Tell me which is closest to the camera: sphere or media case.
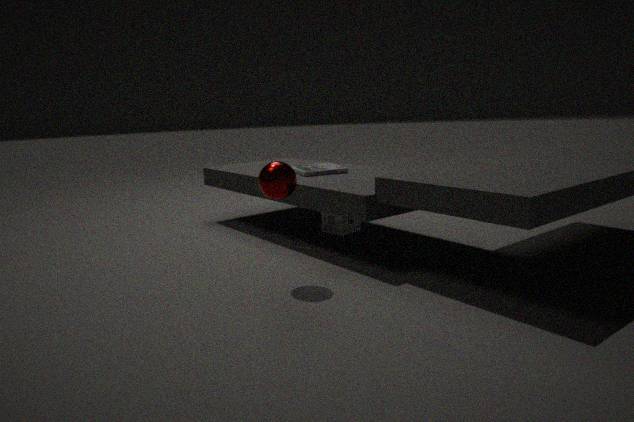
sphere
